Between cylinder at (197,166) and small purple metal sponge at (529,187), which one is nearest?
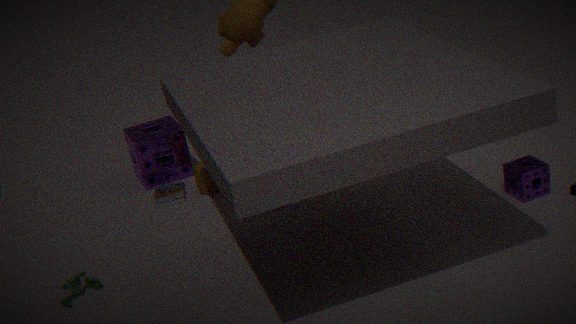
small purple metal sponge at (529,187)
